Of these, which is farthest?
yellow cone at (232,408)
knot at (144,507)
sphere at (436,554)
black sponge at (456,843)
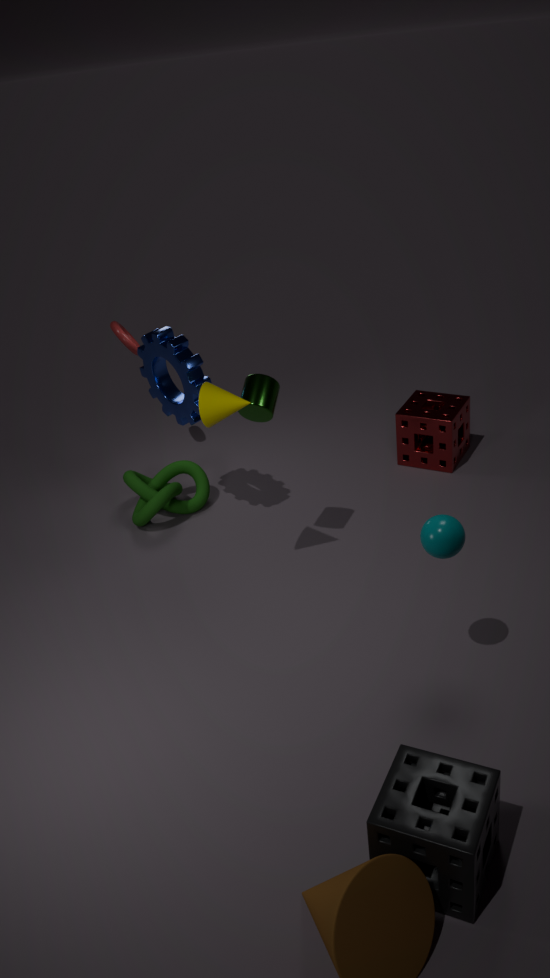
knot at (144,507)
